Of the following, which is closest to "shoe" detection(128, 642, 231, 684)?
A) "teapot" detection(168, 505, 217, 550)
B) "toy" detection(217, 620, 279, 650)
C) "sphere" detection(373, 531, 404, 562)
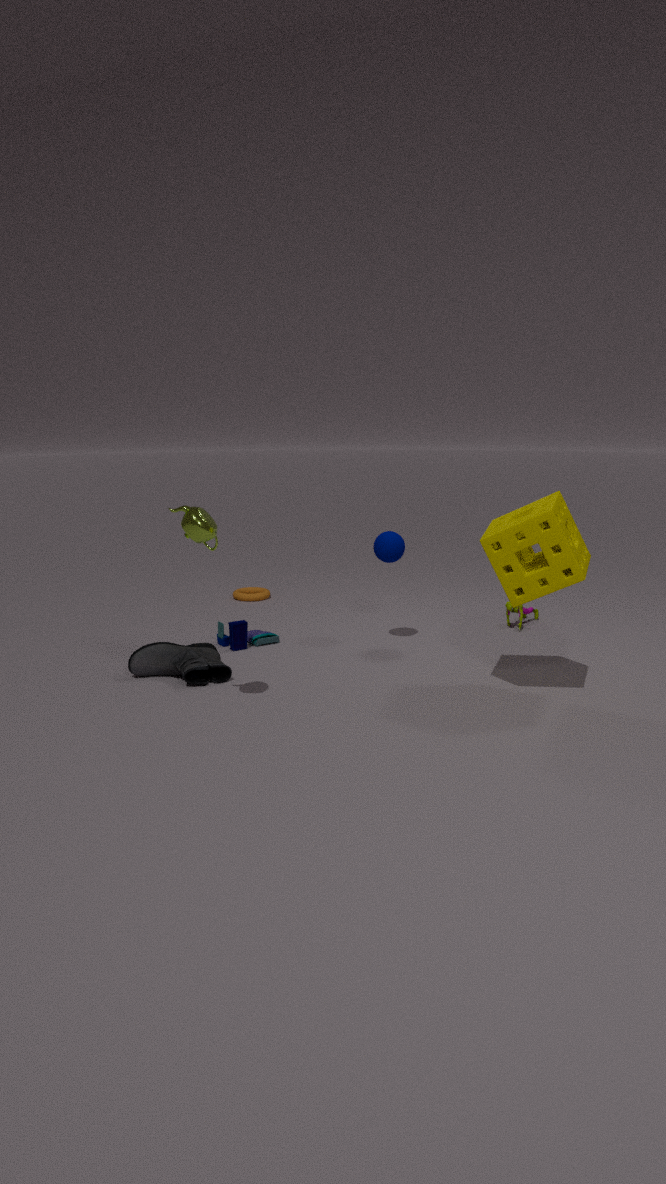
"toy" detection(217, 620, 279, 650)
